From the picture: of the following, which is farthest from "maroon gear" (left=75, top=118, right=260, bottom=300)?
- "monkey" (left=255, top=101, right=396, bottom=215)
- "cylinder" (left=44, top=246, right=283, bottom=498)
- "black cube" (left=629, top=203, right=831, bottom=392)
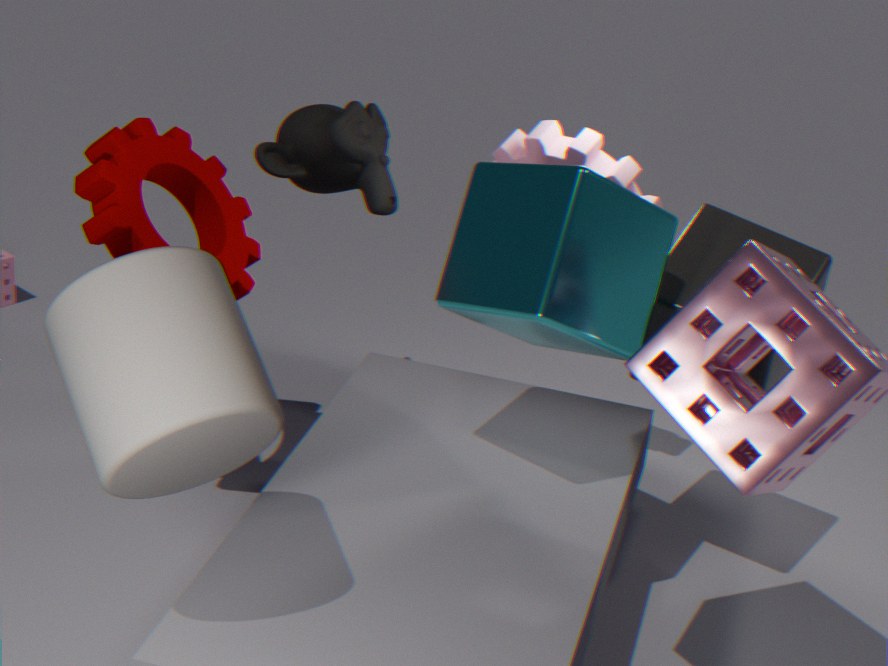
"black cube" (left=629, top=203, right=831, bottom=392)
